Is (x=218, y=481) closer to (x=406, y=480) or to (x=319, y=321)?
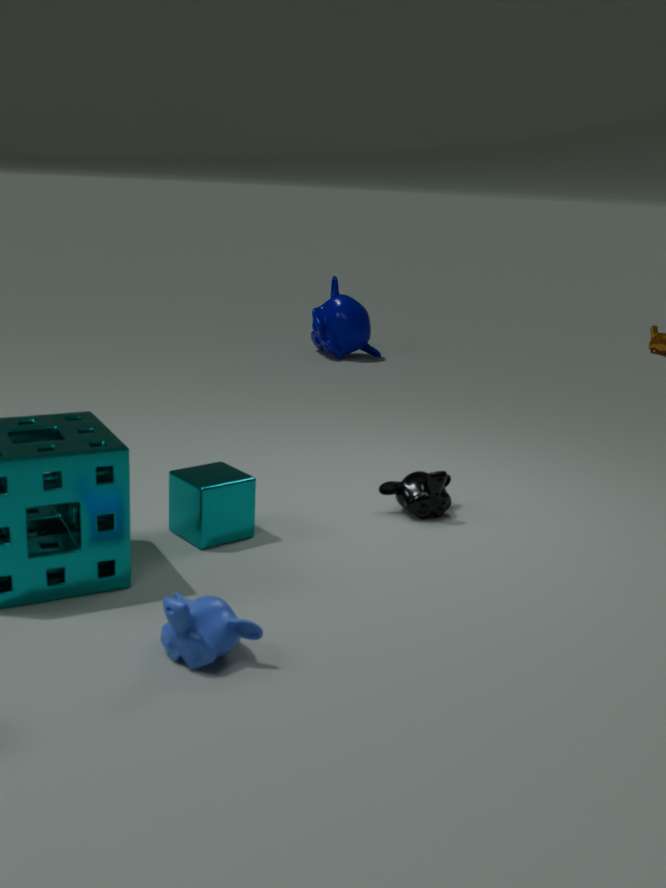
(x=406, y=480)
